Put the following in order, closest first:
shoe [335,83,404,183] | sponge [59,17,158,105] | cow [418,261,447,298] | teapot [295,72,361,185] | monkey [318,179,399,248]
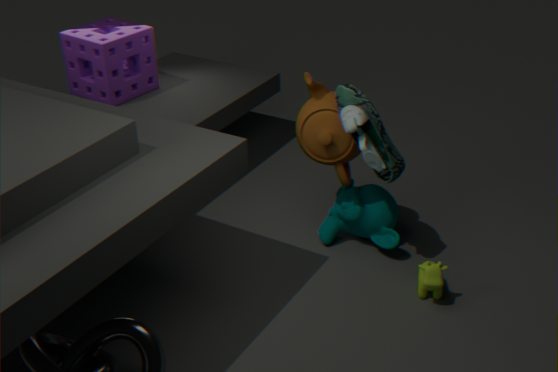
shoe [335,83,404,183] → cow [418,261,447,298] → teapot [295,72,361,185] → monkey [318,179,399,248] → sponge [59,17,158,105]
